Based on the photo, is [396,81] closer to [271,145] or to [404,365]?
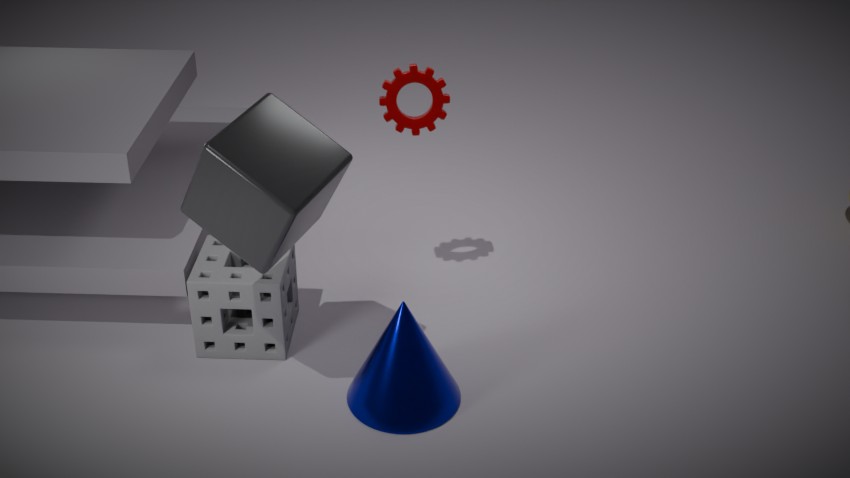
[271,145]
